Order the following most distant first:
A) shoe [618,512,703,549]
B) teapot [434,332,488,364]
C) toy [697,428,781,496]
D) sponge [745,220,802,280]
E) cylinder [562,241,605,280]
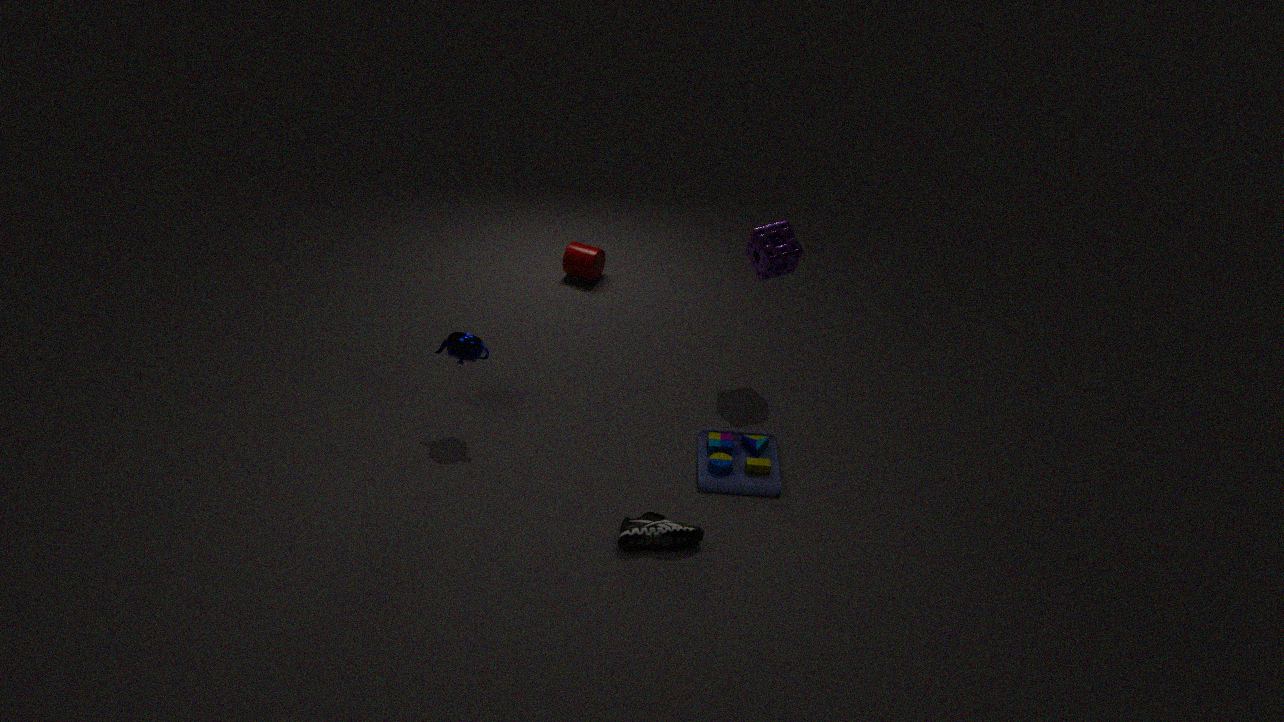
1. E. cylinder [562,241,605,280]
2. D. sponge [745,220,802,280]
3. C. toy [697,428,781,496]
4. B. teapot [434,332,488,364]
5. A. shoe [618,512,703,549]
